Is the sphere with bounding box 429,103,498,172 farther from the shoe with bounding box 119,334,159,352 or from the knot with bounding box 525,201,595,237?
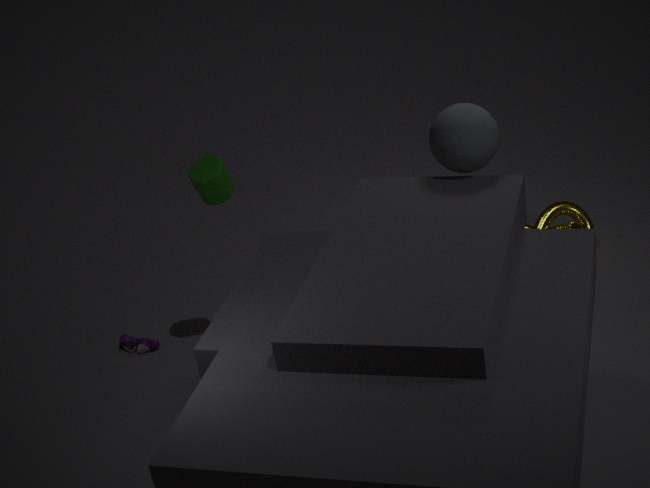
the shoe with bounding box 119,334,159,352
